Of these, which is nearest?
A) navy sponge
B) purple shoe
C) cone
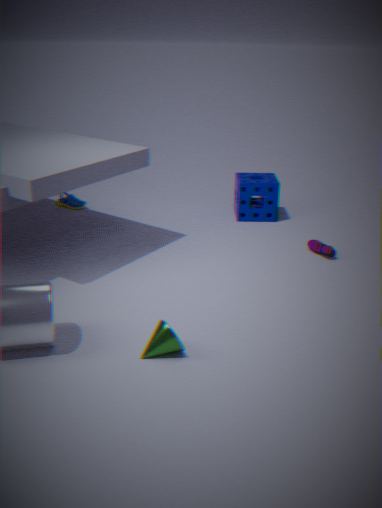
cone
